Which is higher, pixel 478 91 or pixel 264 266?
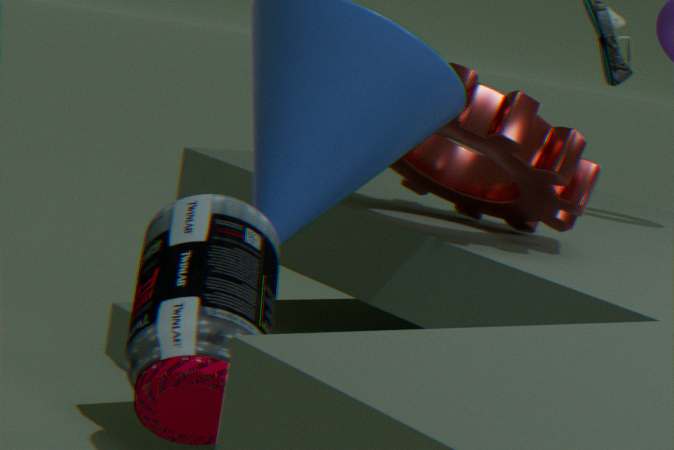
pixel 478 91
